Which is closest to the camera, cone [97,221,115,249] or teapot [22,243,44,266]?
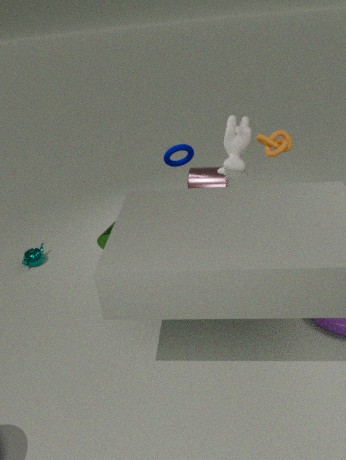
cone [97,221,115,249]
